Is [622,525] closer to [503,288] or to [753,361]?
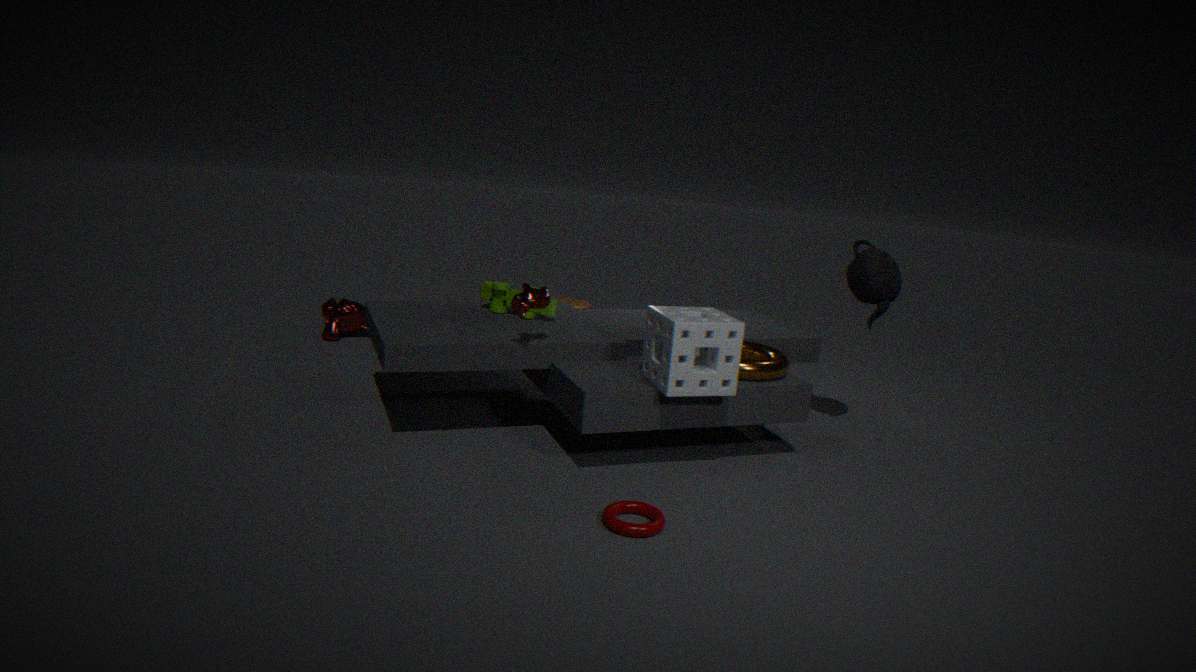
[753,361]
